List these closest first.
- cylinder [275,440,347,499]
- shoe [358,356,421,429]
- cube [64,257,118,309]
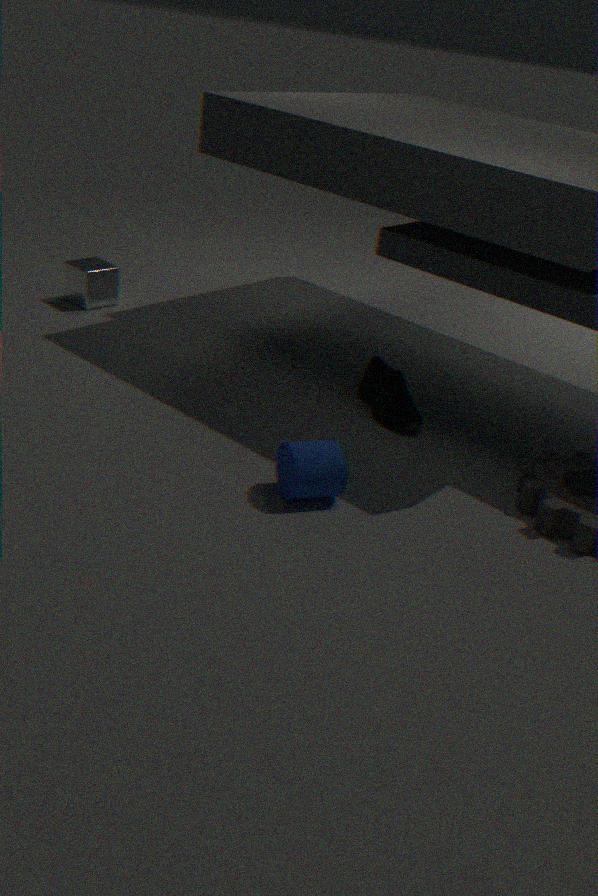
1. cylinder [275,440,347,499]
2. shoe [358,356,421,429]
3. cube [64,257,118,309]
